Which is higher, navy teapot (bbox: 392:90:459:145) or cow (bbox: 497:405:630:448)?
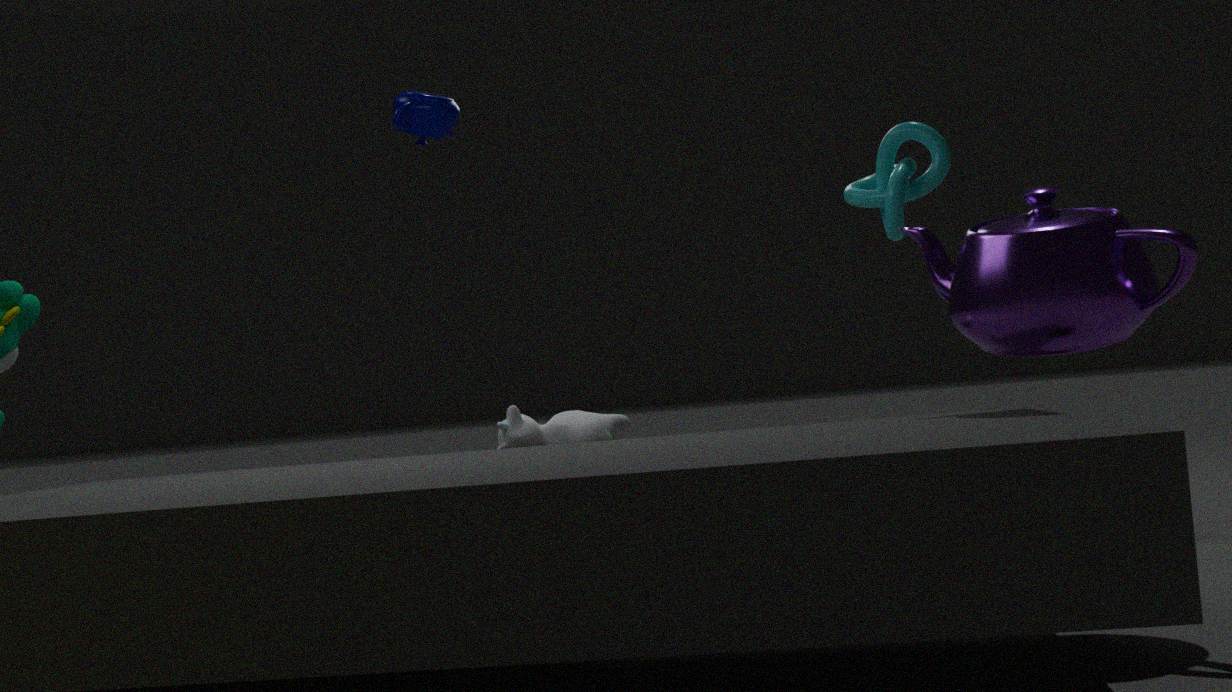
navy teapot (bbox: 392:90:459:145)
